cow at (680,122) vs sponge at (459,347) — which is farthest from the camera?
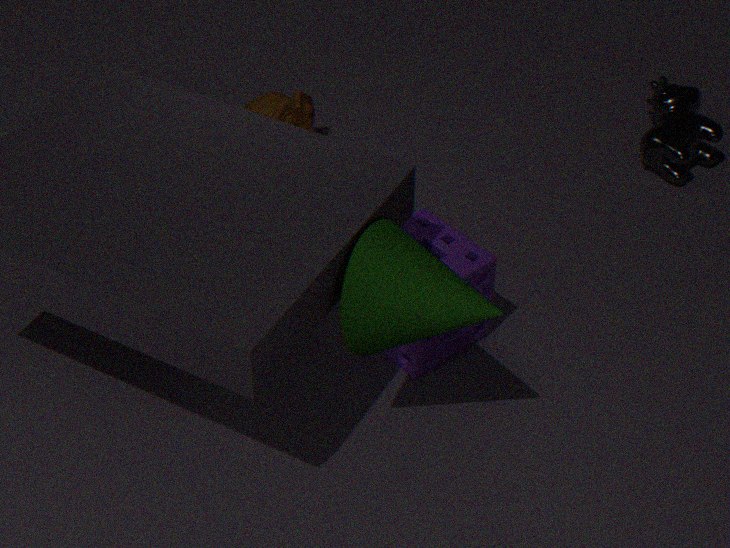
cow at (680,122)
